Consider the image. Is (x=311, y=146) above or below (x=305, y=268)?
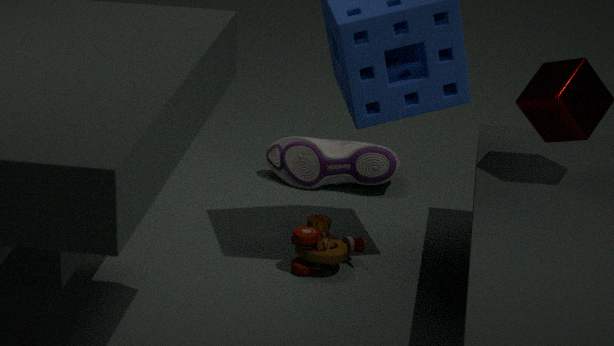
above
